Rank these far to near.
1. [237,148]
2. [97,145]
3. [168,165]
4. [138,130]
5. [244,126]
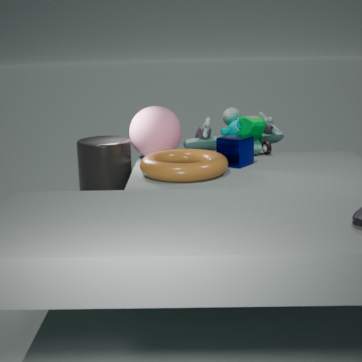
[244,126] < [138,130] < [97,145] < [237,148] < [168,165]
